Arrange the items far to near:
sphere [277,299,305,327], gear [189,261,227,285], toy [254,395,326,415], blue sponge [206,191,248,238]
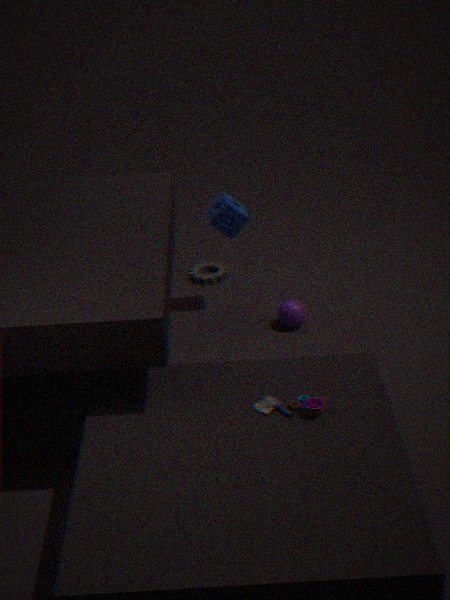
1. gear [189,261,227,285]
2. sphere [277,299,305,327]
3. blue sponge [206,191,248,238]
4. toy [254,395,326,415]
